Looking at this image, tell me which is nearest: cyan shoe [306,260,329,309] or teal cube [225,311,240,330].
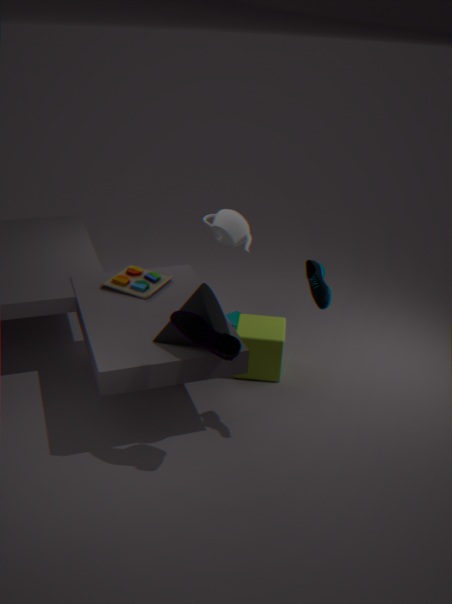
cyan shoe [306,260,329,309]
